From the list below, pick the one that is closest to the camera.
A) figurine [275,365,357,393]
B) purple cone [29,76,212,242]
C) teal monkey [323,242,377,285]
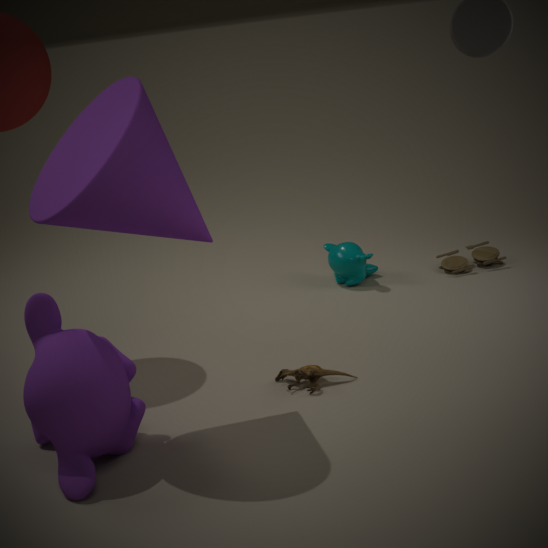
purple cone [29,76,212,242]
